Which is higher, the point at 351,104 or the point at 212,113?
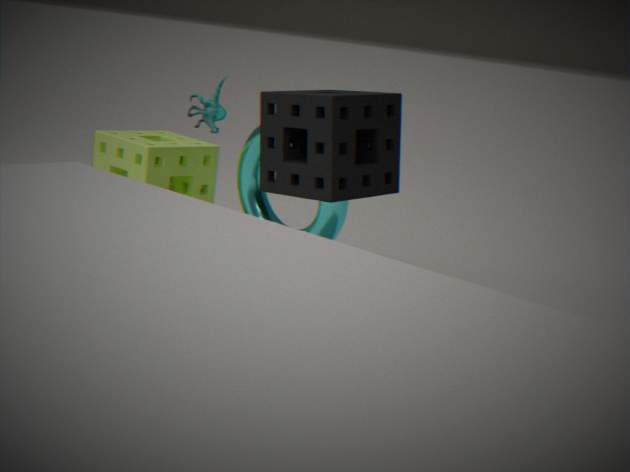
the point at 212,113
